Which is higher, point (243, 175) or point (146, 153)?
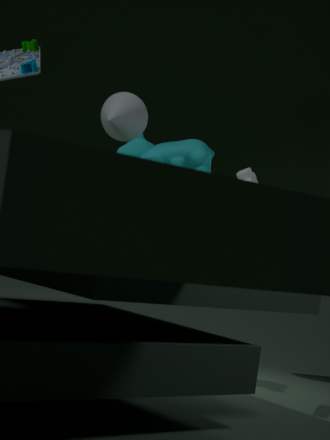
point (146, 153)
